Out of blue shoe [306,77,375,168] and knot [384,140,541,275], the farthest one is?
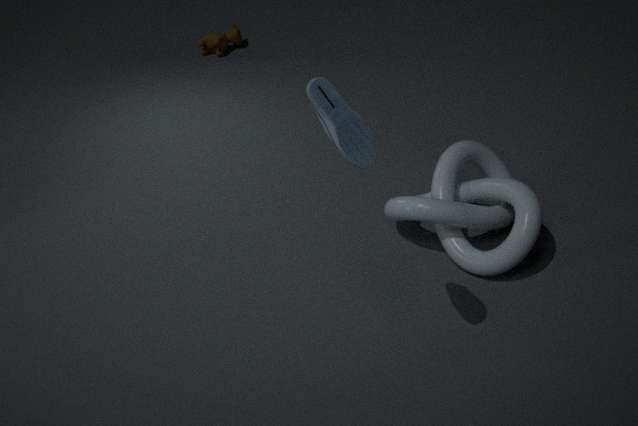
knot [384,140,541,275]
